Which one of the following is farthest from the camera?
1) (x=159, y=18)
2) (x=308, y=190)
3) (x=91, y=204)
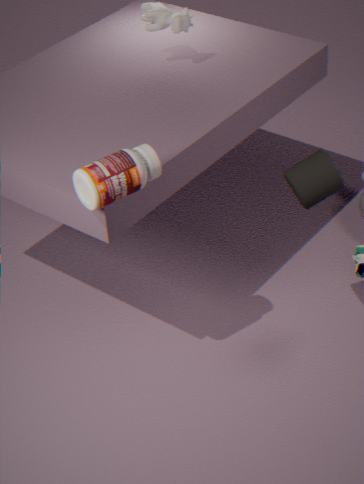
1. (x=159, y=18)
